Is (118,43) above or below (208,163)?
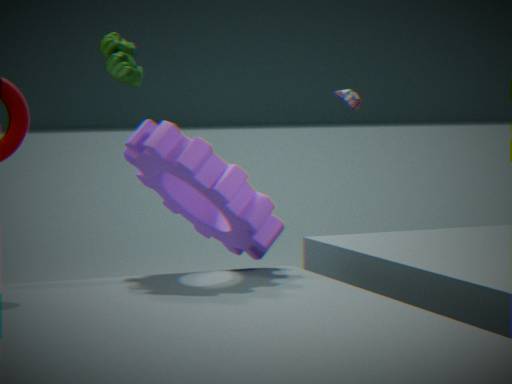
above
